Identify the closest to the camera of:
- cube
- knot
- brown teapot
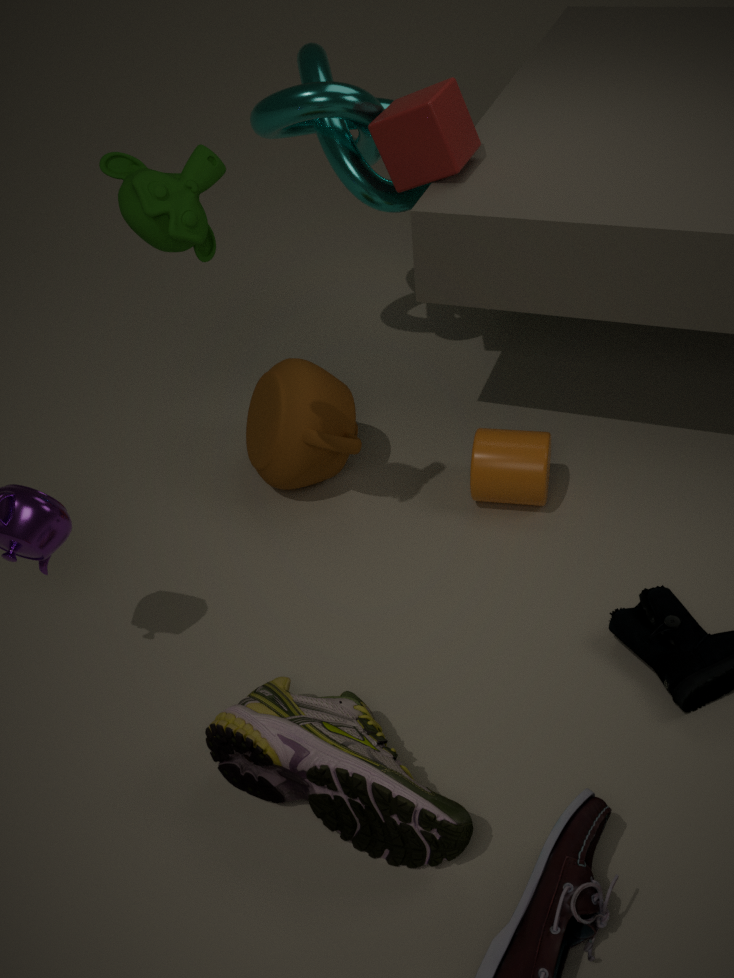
cube
